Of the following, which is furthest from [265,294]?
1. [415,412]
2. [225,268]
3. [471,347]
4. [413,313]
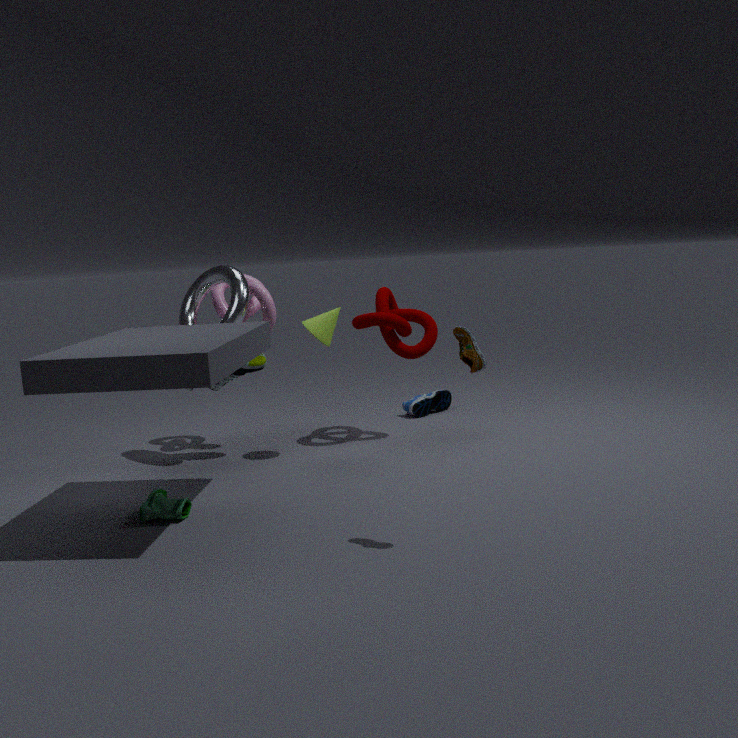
[471,347]
